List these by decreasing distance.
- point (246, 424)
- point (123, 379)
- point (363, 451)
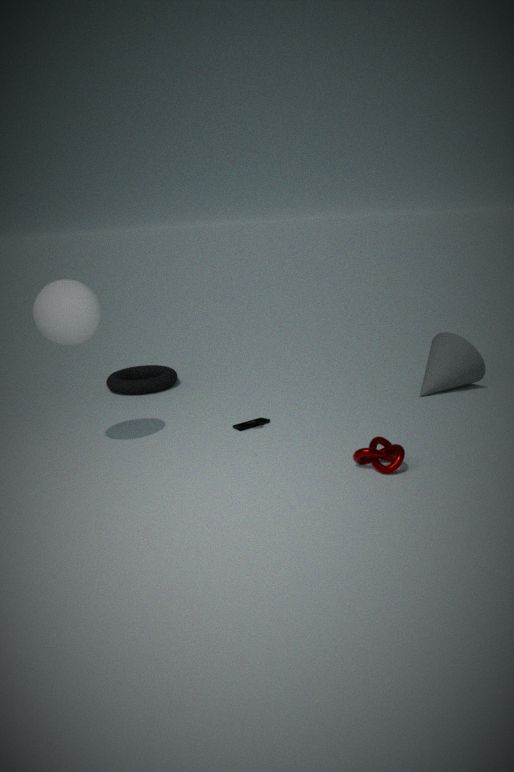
point (123, 379), point (246, 424), point (363, 451)
